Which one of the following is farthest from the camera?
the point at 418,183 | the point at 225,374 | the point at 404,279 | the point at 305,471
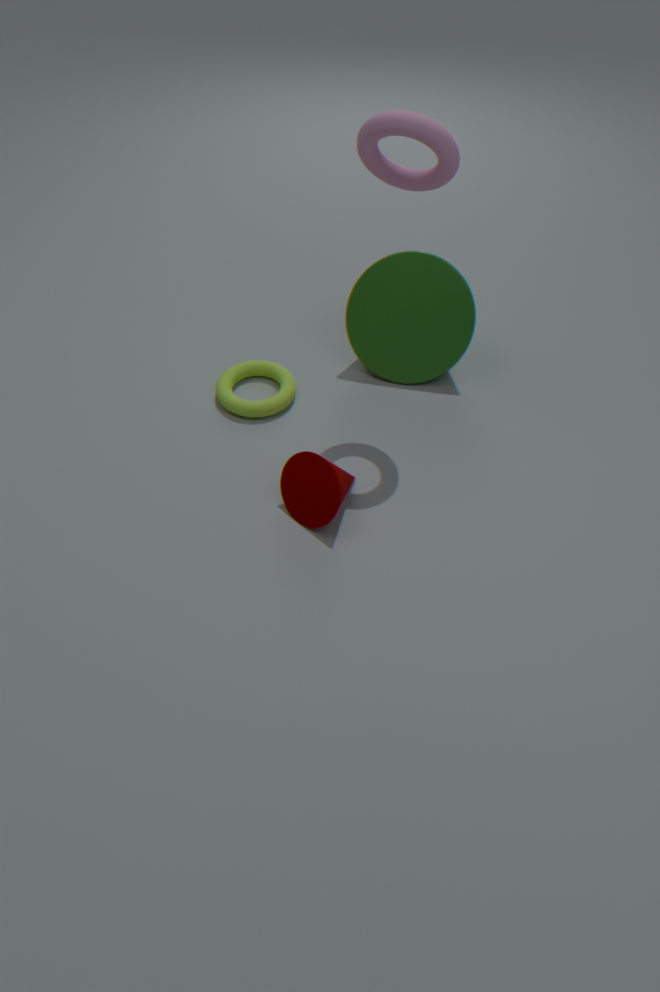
the point at 225,374
